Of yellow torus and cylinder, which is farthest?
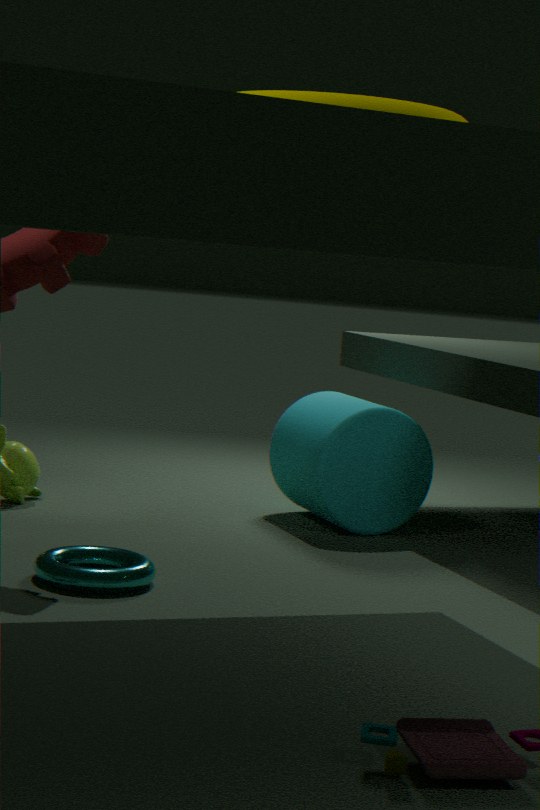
cylinder
